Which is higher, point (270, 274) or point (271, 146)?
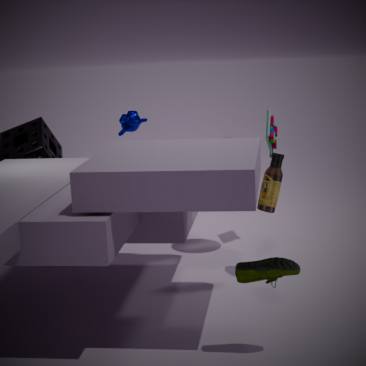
point (271, 146)
